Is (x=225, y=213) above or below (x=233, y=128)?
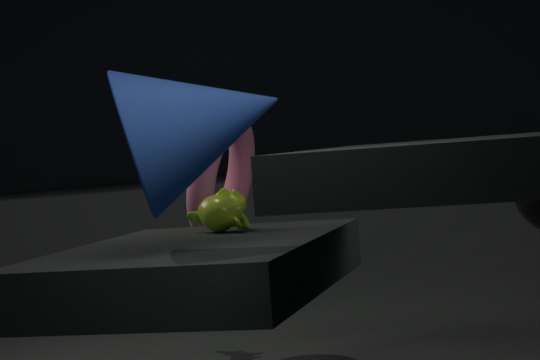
below
